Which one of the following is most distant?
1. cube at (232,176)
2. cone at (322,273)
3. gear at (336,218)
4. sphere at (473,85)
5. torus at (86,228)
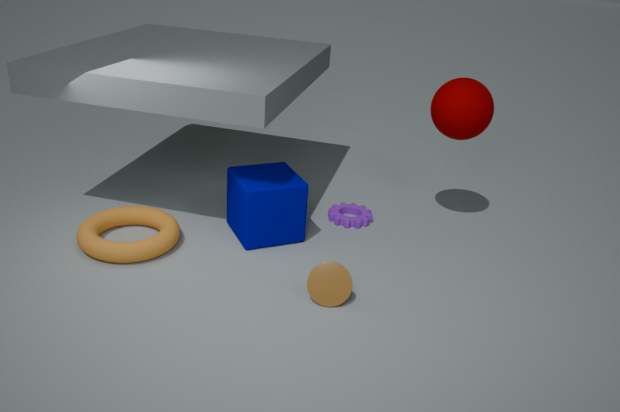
gear at (336,218)
